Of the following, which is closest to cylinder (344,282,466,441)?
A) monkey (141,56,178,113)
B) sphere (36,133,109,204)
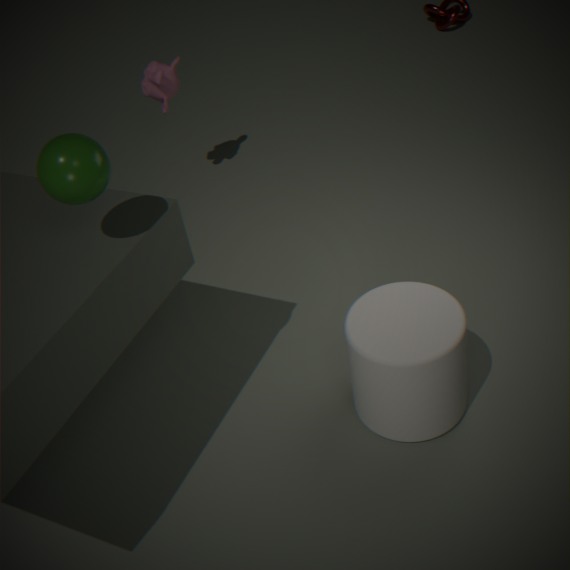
sphere (36,133,109,204)
